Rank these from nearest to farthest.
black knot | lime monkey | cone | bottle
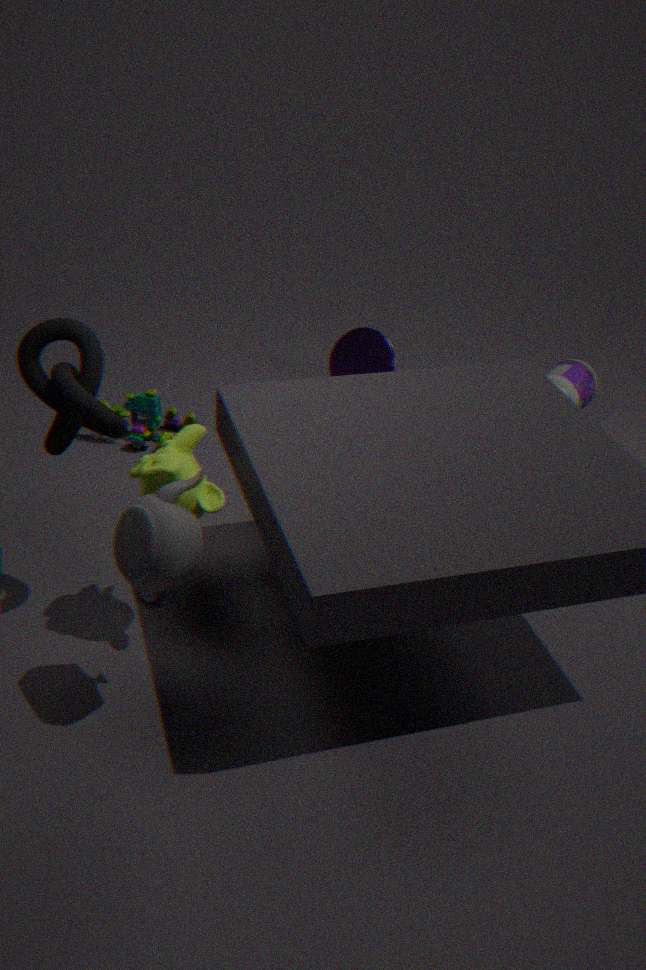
black knot, lime monkey, bottle, cone
